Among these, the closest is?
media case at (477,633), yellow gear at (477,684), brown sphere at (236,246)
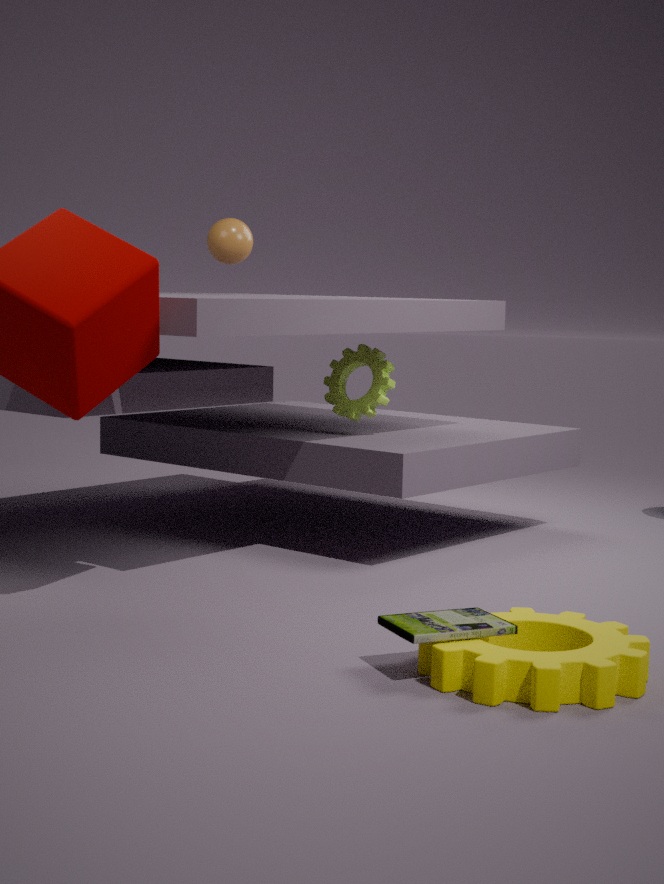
yellow gear at (477,684)
